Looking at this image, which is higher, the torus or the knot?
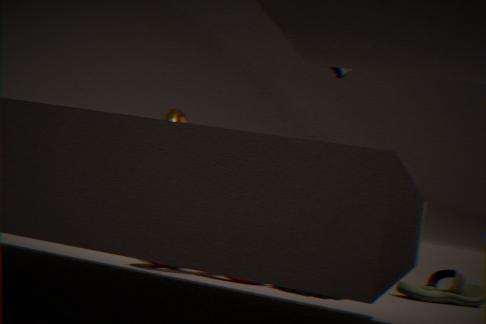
the torus
